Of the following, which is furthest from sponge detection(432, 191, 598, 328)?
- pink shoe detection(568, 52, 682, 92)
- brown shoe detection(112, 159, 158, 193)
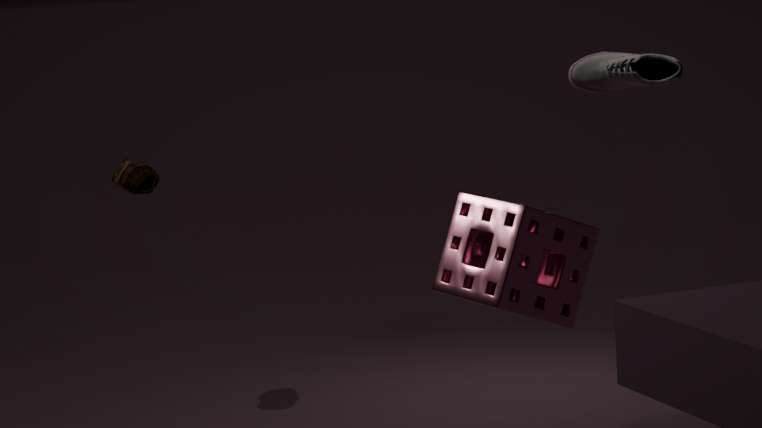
brown shoe detection(112, 159, 158, 193)
